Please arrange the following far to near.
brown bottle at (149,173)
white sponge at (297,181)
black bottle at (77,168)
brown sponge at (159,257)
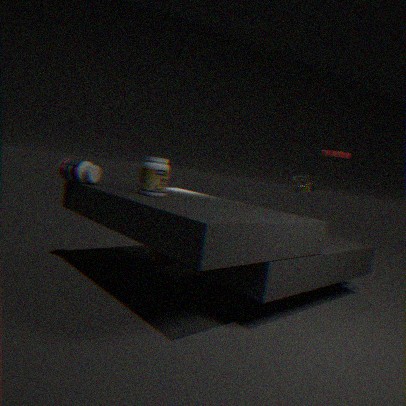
white sponge at (297,181), brown sponge at (159,257), black bottle at (77,168), brown bottle at (149,173)
